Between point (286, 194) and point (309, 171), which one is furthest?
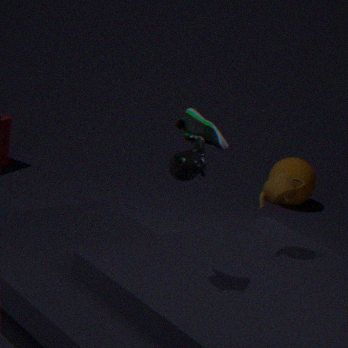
point (309, 171)
